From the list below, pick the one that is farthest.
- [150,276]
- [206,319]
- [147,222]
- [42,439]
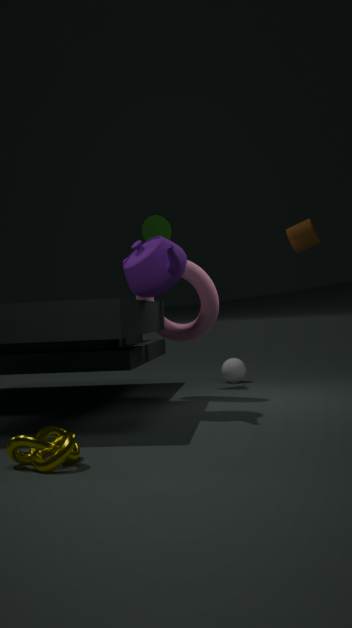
[147,222]
